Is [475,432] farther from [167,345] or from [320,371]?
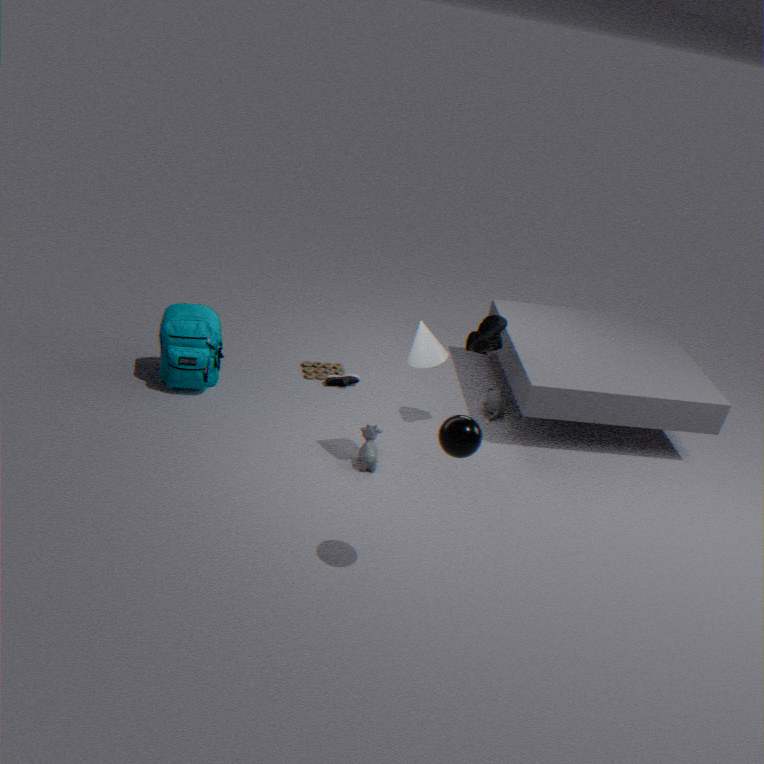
[167,345]
